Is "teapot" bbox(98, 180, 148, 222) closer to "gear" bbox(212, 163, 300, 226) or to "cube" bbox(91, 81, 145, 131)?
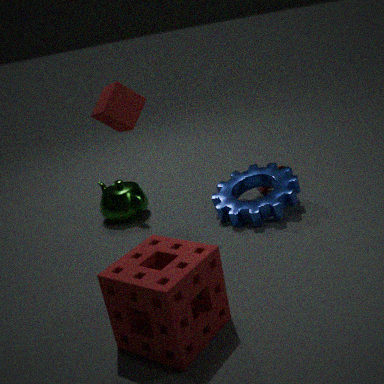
"gear" bbox(212, 163, 300, 226)
